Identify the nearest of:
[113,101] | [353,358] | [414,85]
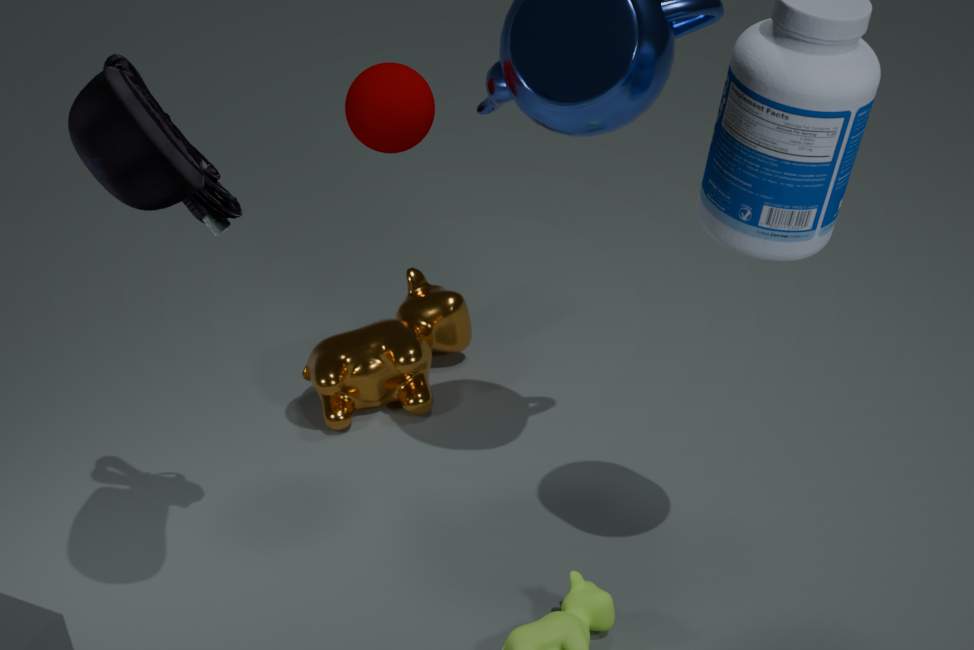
[113,101]
